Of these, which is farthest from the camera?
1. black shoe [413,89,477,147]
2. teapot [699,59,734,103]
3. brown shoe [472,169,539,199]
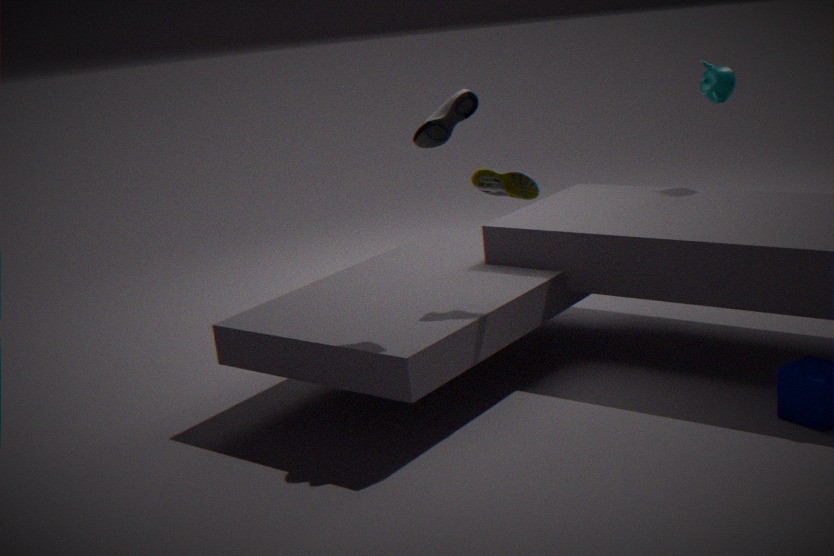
teapot [699,59,734,103]
